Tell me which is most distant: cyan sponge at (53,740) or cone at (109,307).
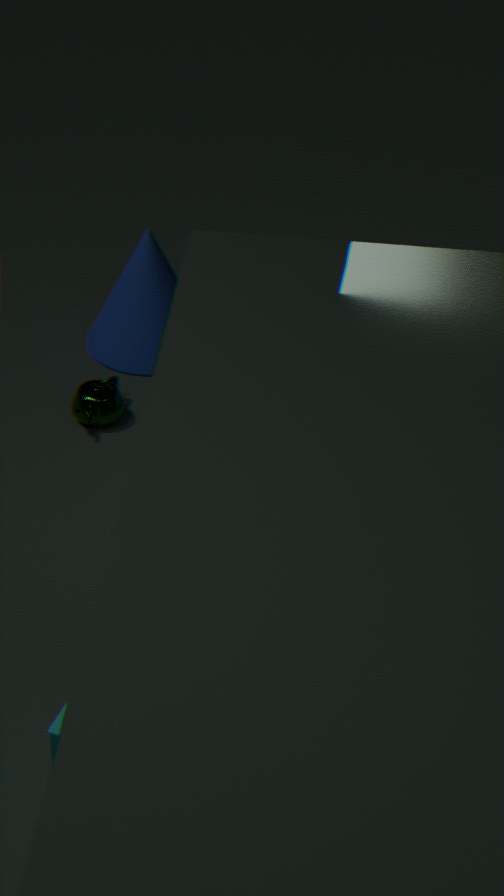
cone at (109,307)
